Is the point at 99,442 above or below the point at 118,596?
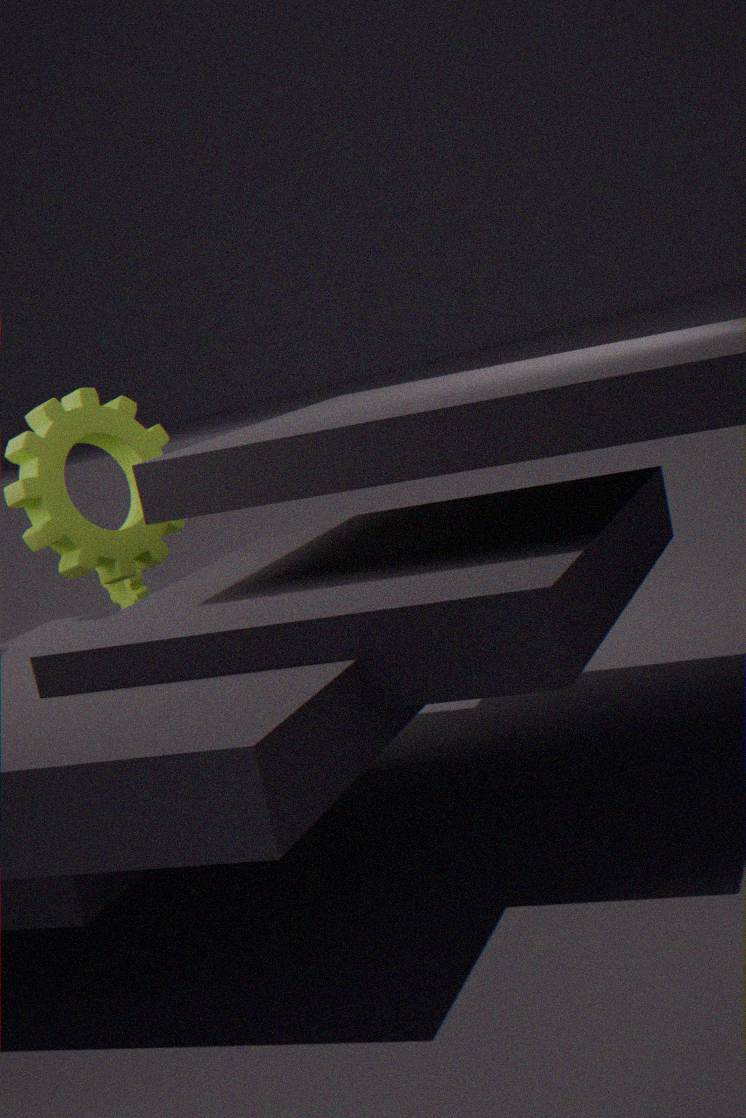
above
